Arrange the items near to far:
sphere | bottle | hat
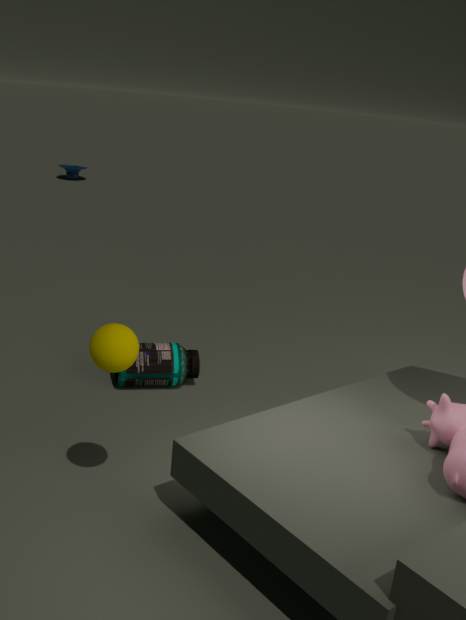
1. sphere
2. bottle
3. hat
